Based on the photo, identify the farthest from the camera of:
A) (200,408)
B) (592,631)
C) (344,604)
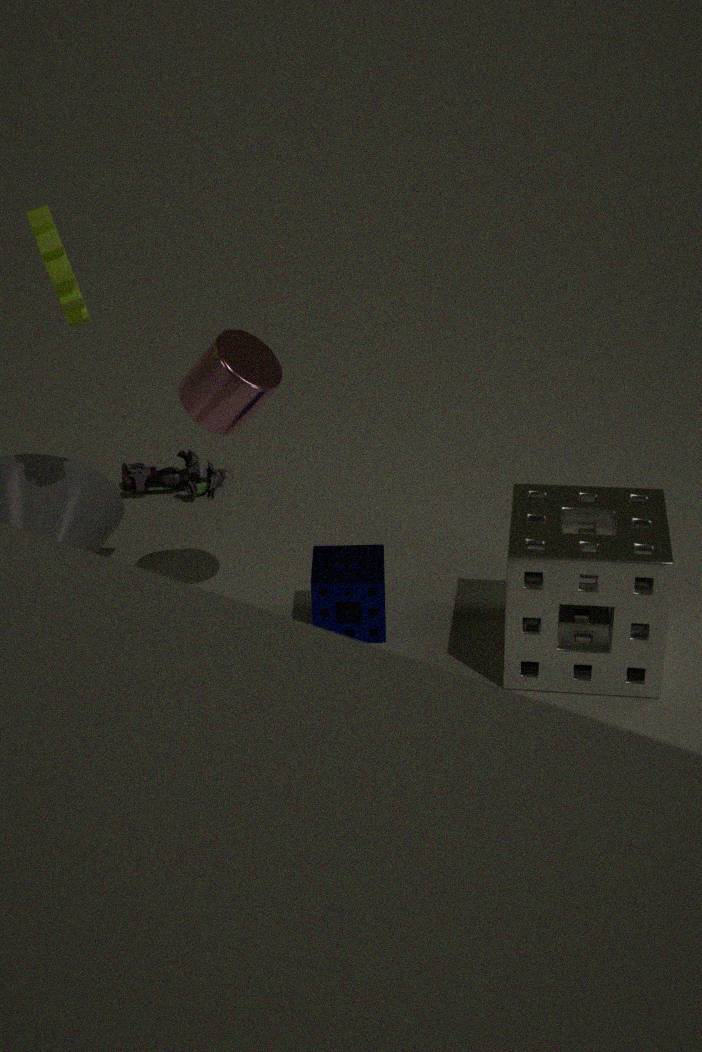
C. (344,604)
